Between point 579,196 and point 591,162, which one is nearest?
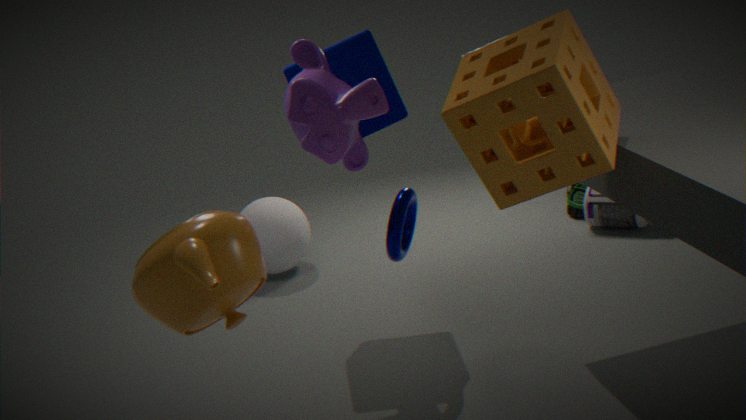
point 591,162
